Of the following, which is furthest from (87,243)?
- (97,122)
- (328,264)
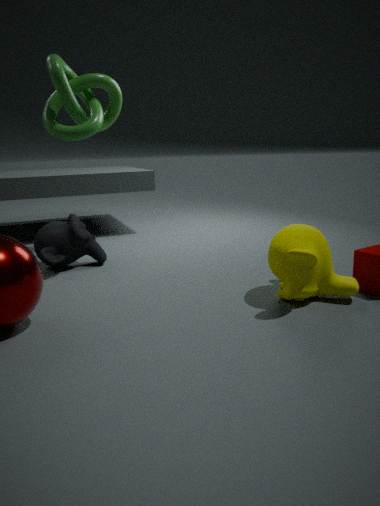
(328,264)
